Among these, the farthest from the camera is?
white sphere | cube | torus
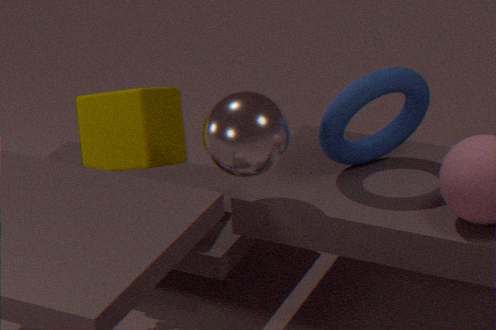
cube
